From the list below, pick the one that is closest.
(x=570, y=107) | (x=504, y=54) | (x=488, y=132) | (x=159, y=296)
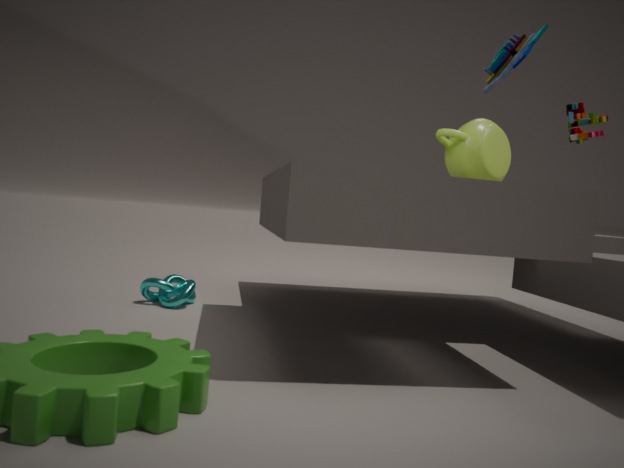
(x=504, y=54)
